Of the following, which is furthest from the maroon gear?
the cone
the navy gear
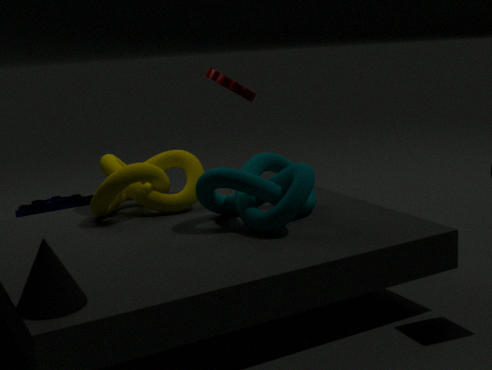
the cone
